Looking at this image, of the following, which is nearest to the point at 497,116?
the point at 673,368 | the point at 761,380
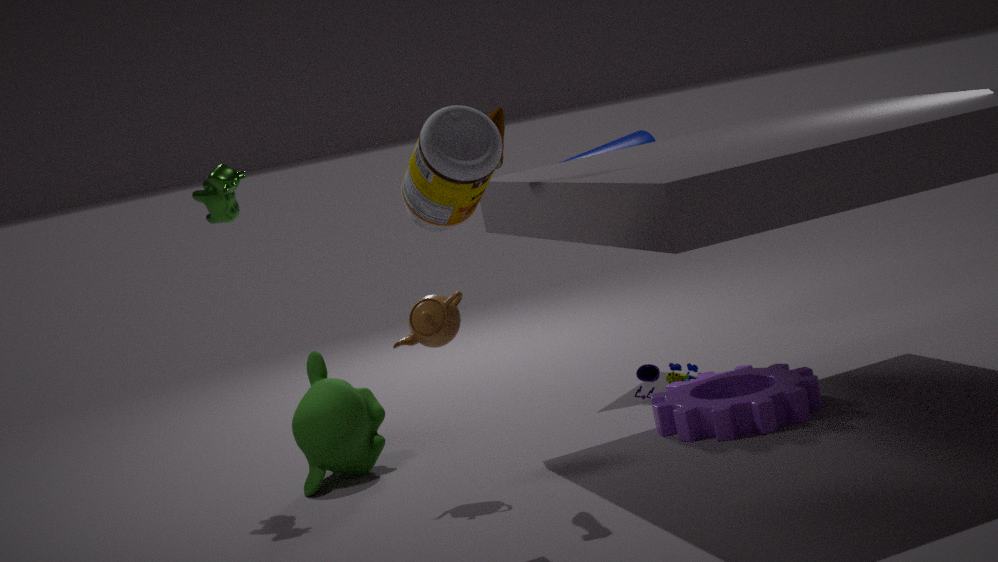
the point at 761,380
